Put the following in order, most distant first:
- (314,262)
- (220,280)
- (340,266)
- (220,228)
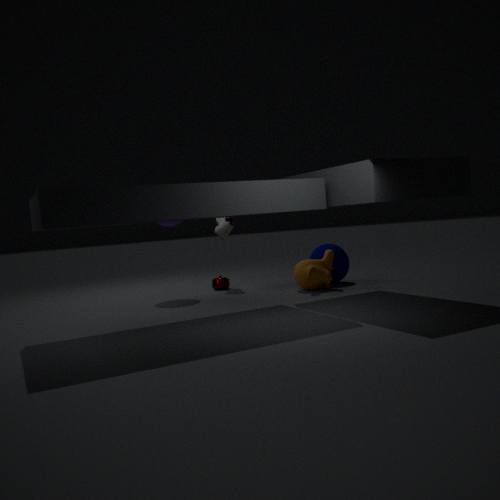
1. (220,228)
2. (220,280)
3. (340,266)
4. (314,262)
